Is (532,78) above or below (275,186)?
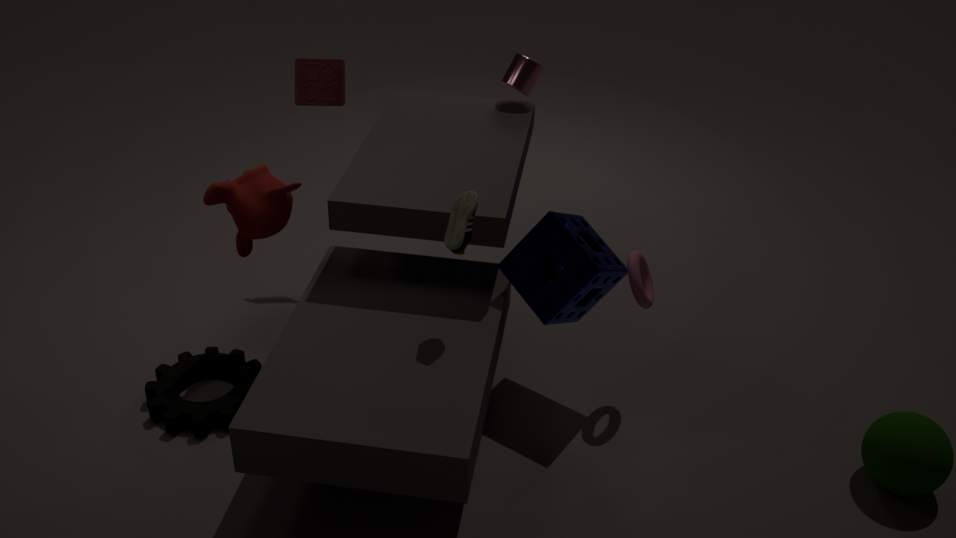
above
